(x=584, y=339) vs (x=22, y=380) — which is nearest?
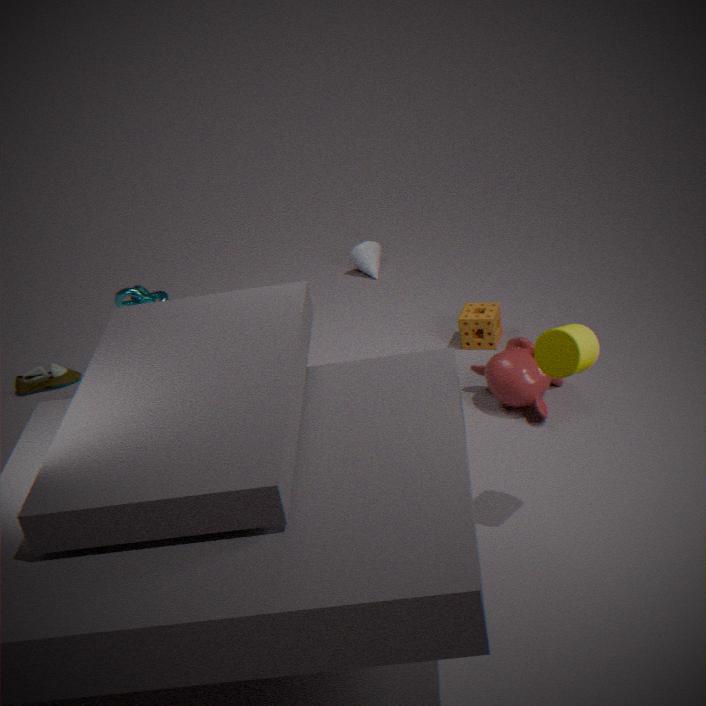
(x=584, y=339)
